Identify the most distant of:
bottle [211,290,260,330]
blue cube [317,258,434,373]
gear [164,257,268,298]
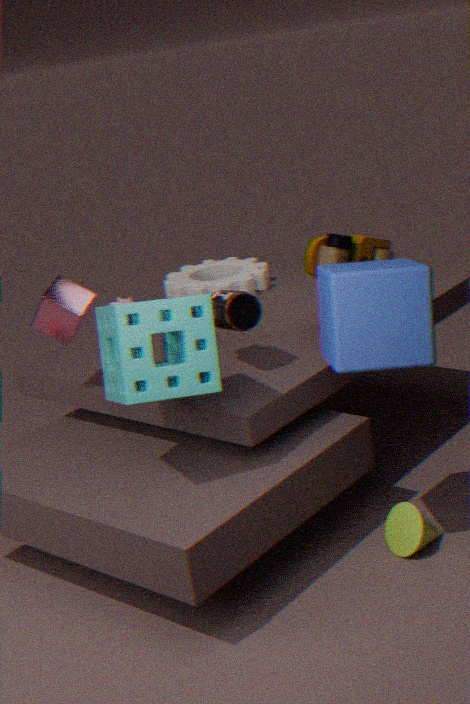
gear [164,257,268,298]
